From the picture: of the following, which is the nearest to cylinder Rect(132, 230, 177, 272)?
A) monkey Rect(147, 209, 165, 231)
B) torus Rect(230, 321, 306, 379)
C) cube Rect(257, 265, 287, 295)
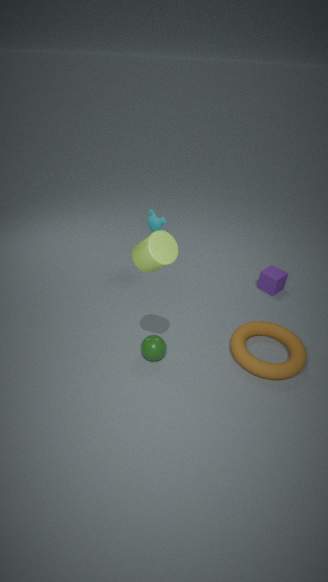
torus Rect(230, 321, 306, 379)
